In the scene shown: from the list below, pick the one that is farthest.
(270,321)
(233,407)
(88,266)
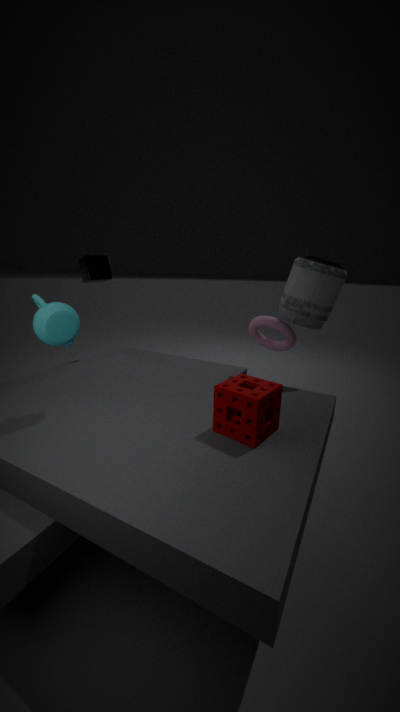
(88,266)
